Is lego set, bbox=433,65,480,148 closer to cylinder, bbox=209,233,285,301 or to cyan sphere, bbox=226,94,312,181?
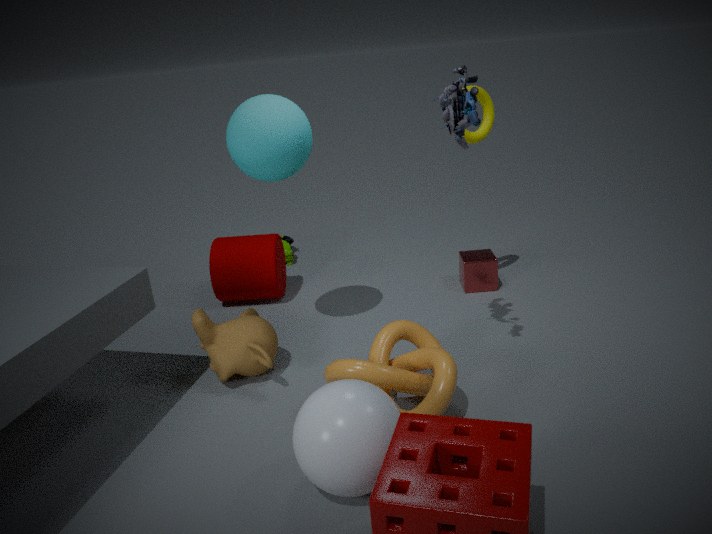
cyan sphere, bbox=226,94,312,181
